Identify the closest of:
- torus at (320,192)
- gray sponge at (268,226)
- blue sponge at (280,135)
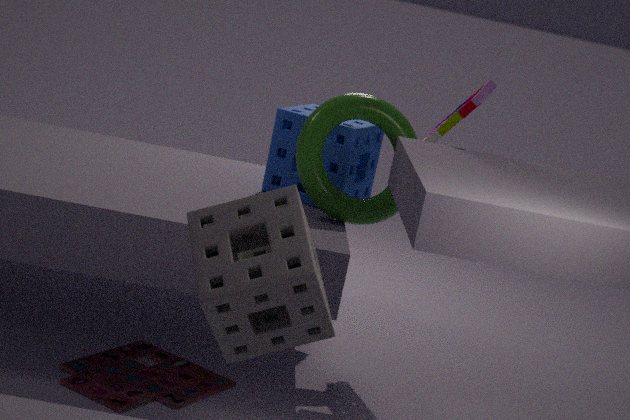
gray sponge at (268,226)
